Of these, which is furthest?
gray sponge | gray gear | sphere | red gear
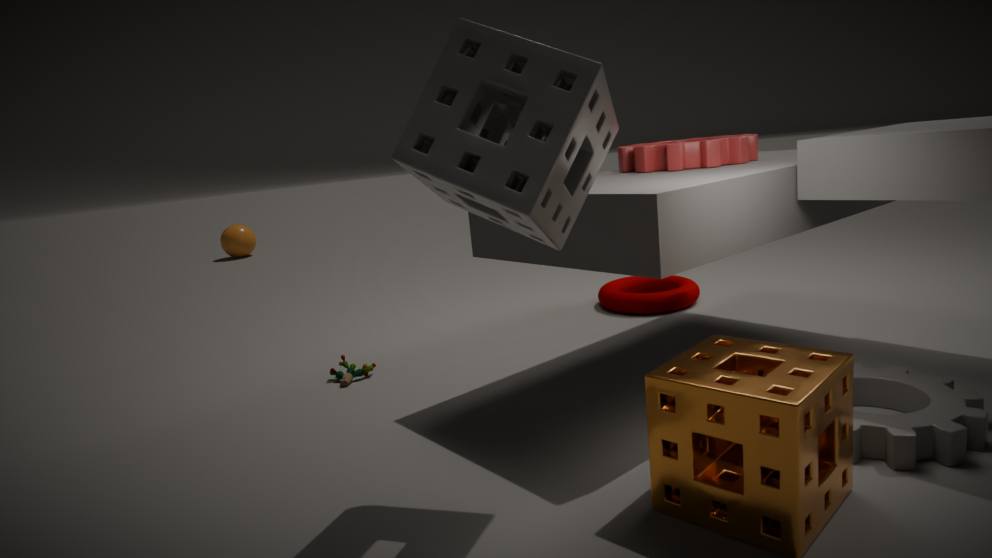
sphere
